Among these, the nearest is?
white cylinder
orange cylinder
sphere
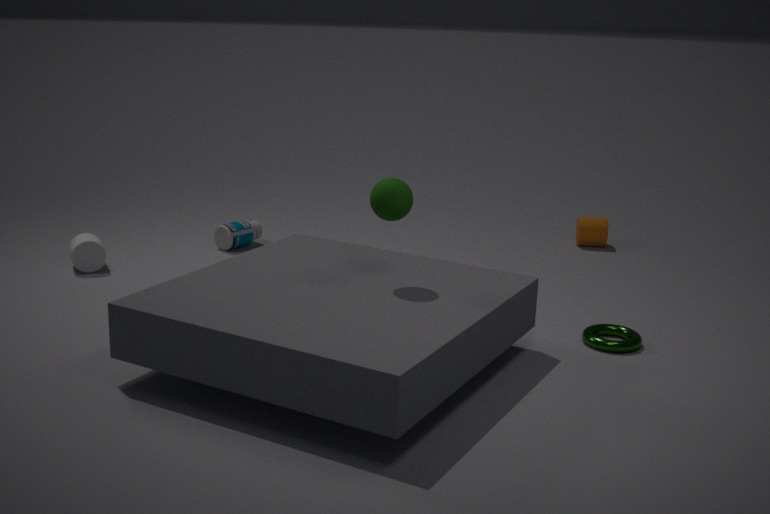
sphere
